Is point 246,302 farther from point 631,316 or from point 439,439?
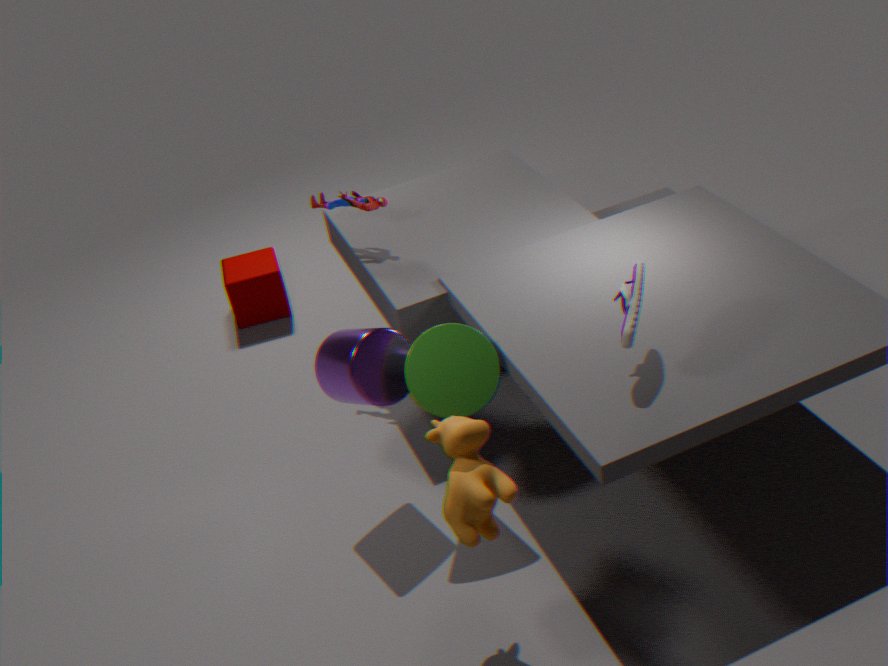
point 631,316
